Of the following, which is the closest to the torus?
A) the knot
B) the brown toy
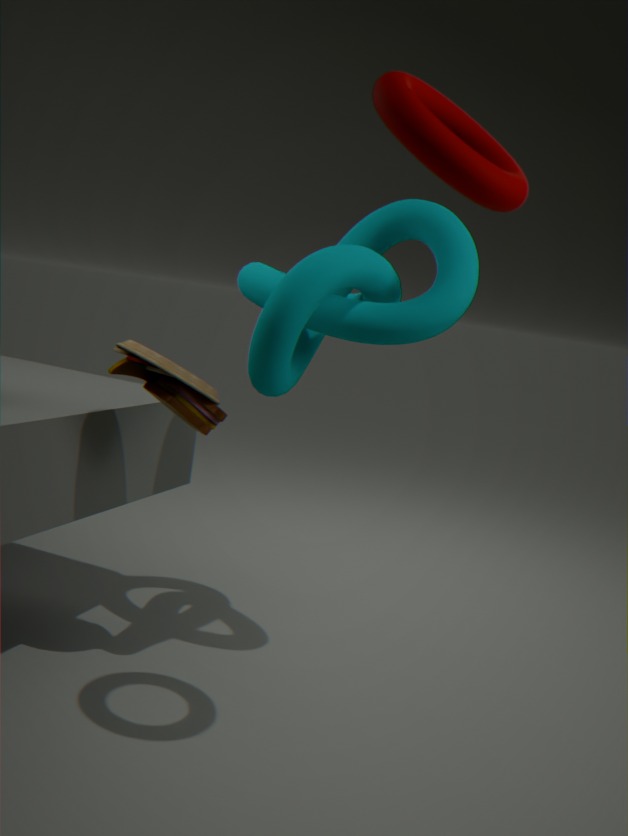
the knot
